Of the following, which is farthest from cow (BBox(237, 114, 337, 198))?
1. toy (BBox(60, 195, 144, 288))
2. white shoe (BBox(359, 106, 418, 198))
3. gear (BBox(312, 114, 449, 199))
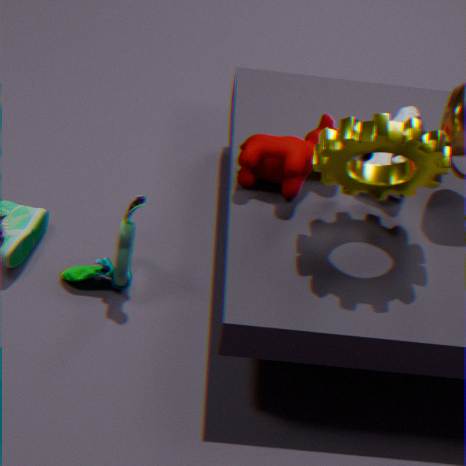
toy (BBox(60, 195, 144, 288))
